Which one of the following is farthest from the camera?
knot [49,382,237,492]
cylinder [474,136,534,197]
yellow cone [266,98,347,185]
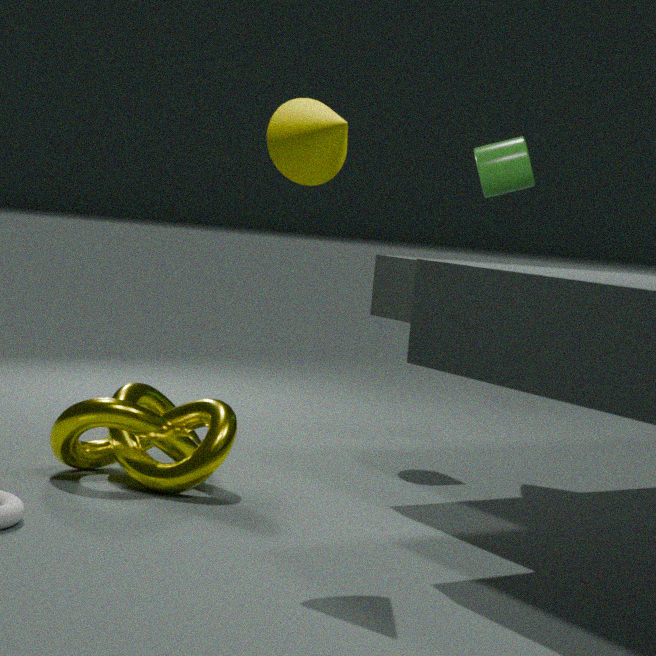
cylinder [474,136,534,197]
